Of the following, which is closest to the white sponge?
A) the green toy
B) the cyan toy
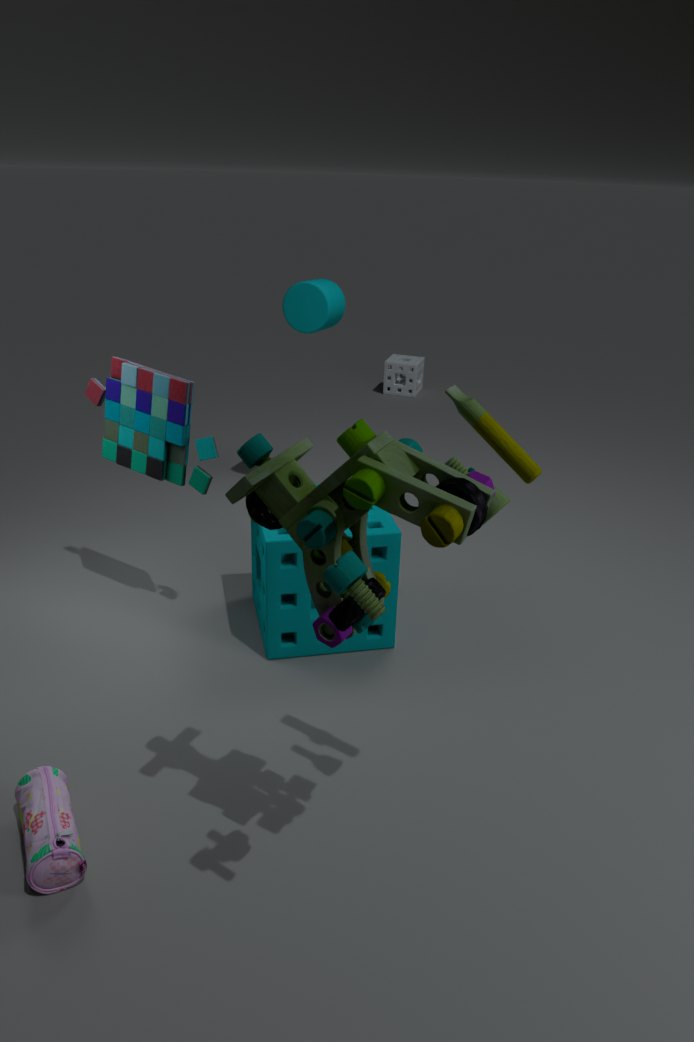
the cyan toy
